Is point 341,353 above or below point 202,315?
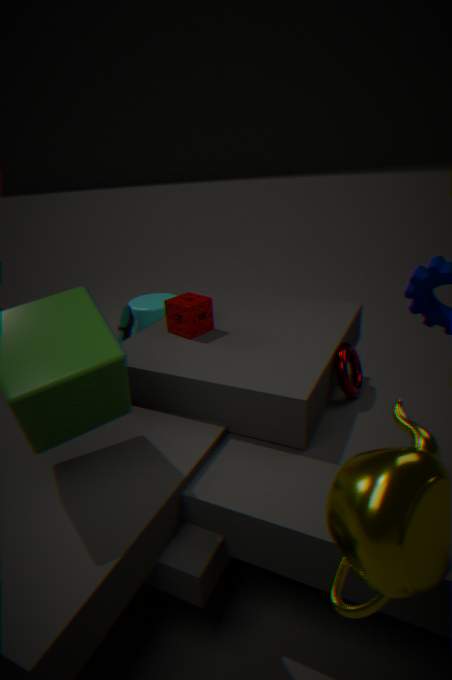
below
